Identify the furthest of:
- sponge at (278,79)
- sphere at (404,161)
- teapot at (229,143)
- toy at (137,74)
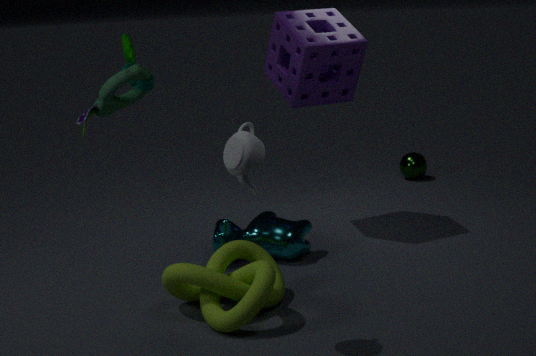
sphere at (404,161)
